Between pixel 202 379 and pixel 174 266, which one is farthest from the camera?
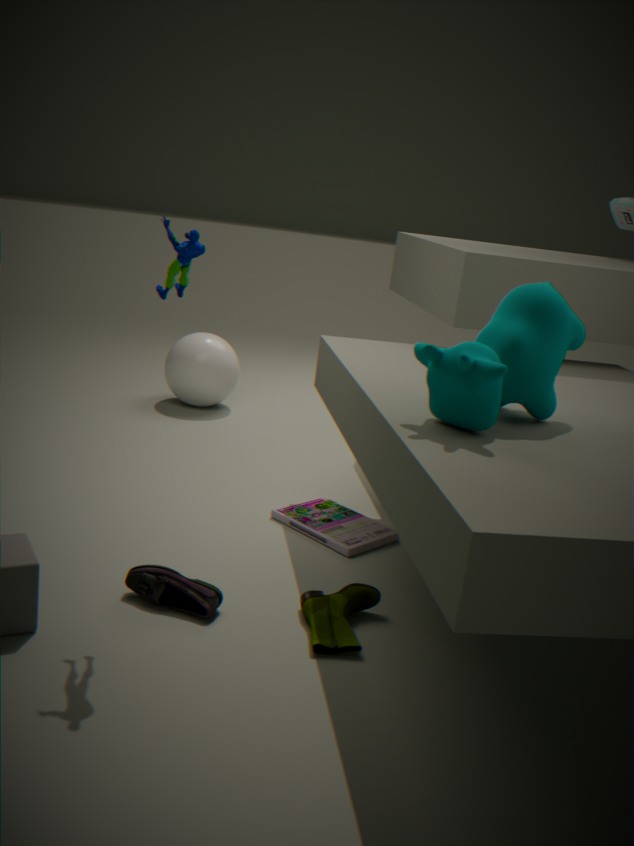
pixel 202 379
